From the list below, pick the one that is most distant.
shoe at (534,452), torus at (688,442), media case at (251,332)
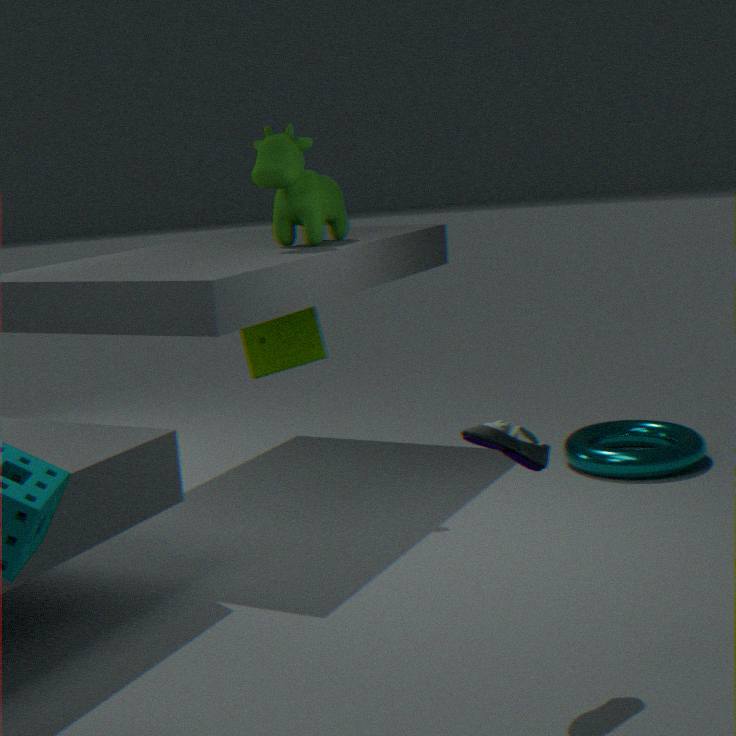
media case at (251,332)
